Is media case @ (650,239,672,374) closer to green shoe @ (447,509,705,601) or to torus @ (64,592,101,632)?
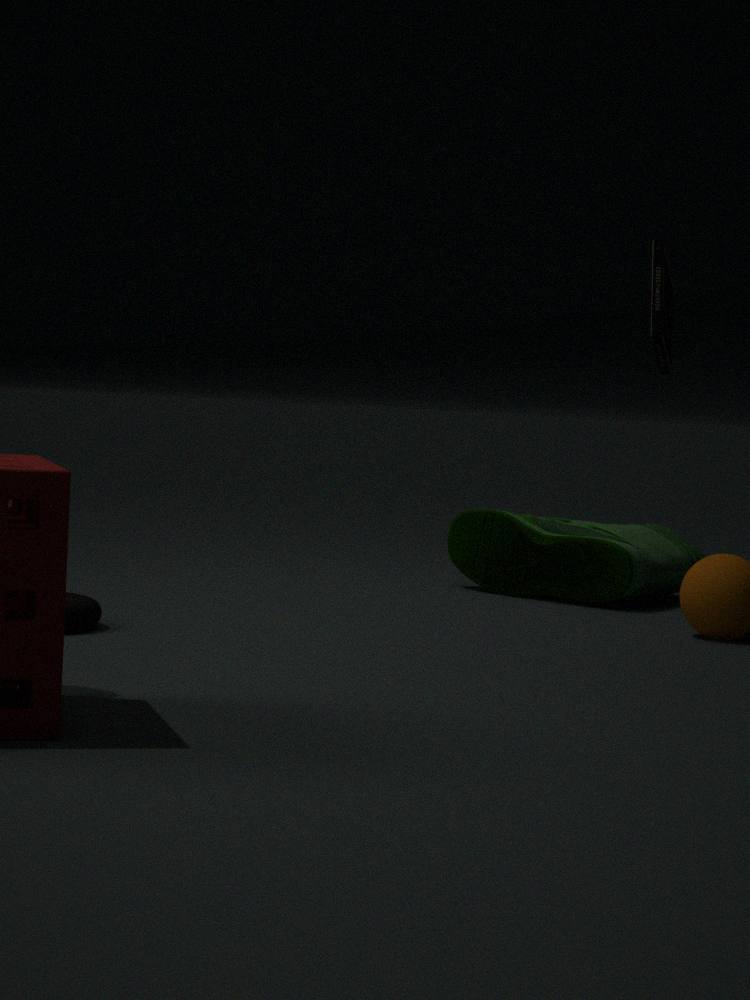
green shoe @ (447,509,705,601)
